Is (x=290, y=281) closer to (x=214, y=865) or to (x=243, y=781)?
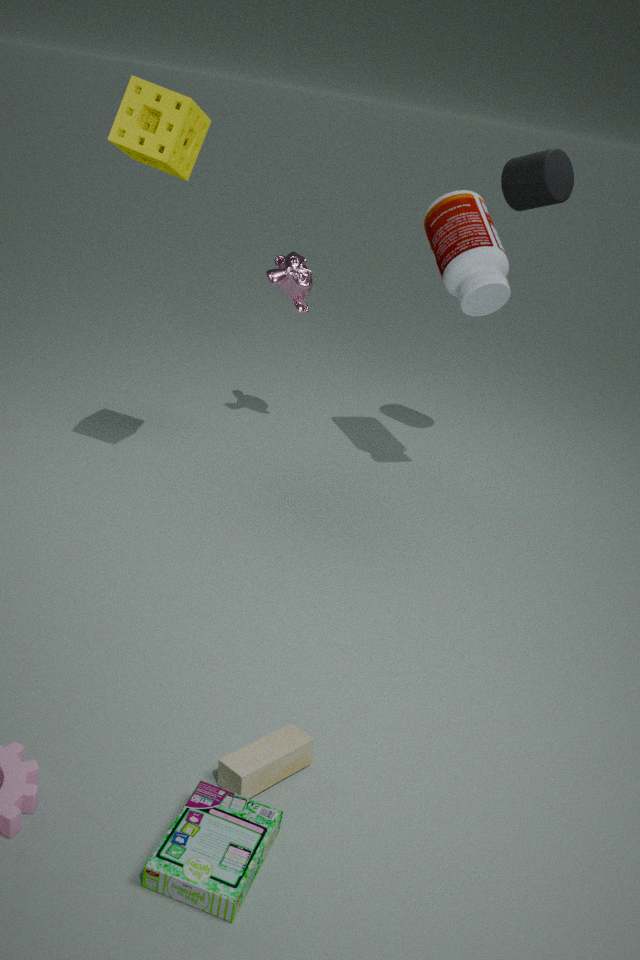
(x=243, y=781)
